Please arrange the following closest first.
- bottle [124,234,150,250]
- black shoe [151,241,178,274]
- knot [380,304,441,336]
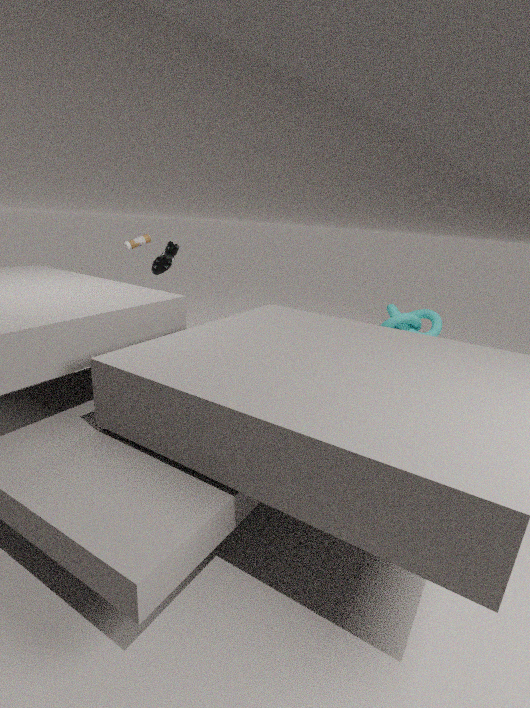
black shoe [151,241,178,274] → bottle [124,234,150,250] → knot [380,304,441,336]
